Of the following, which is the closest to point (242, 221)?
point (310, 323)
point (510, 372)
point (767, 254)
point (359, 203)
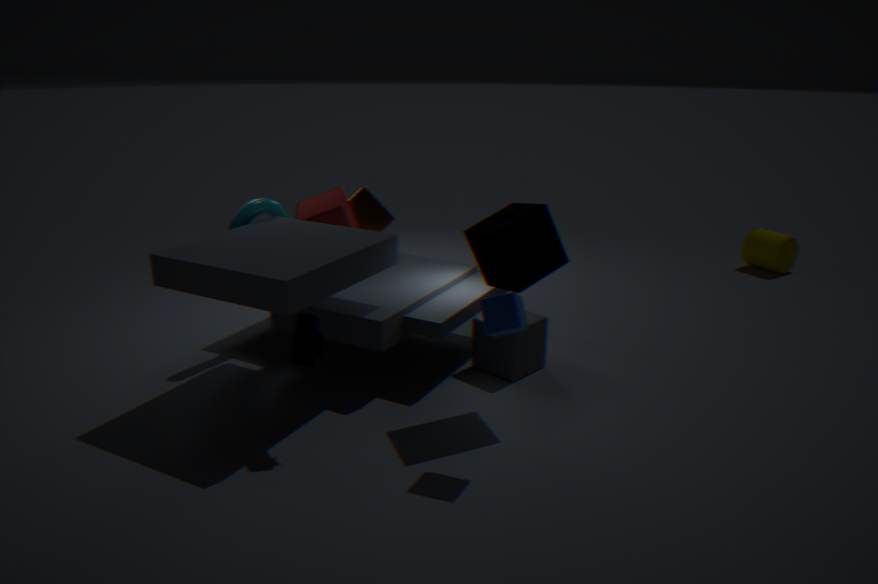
point (359, 203)
